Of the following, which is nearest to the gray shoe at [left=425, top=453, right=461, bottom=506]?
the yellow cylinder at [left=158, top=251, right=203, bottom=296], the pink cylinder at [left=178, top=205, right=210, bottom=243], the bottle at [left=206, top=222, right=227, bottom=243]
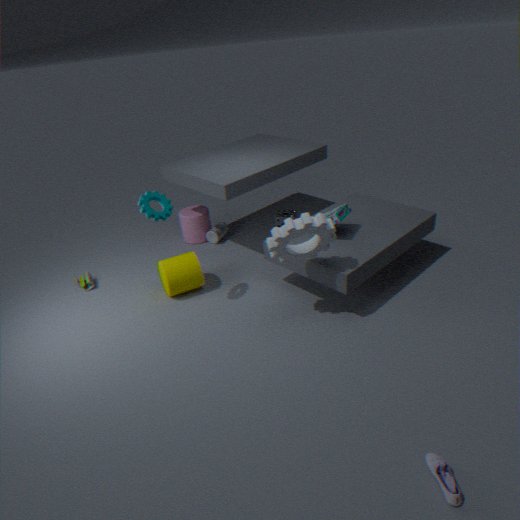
the yellow cylinder at [left=158, top=251, right=203, bottom=296]
